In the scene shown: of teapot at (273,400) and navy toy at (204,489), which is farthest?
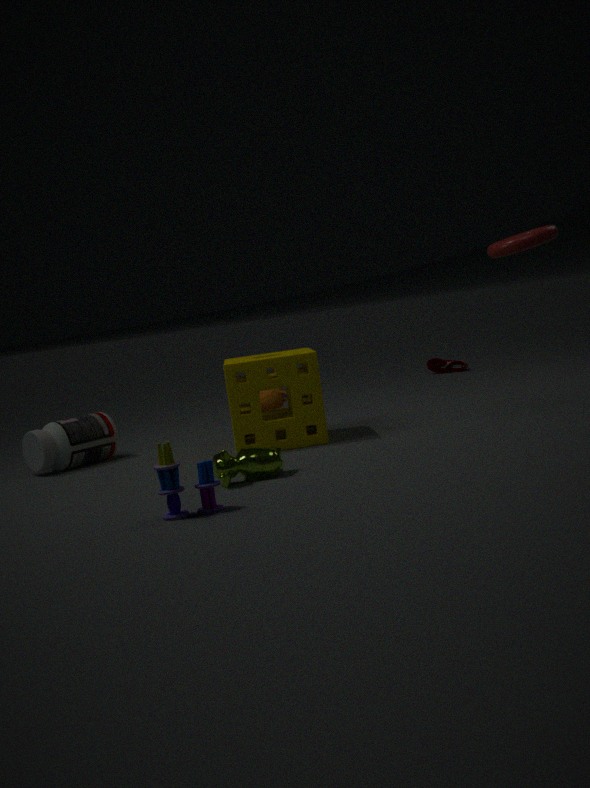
teapot at (273,400)
